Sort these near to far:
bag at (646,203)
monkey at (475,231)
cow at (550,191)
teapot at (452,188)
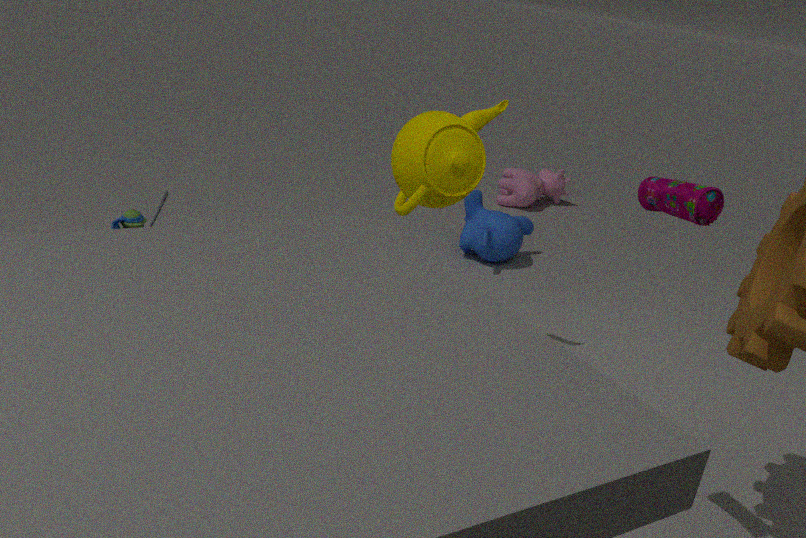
1. bag at (646,203)
2. teapot at (452,188)
3. monkey at (475,231)
4. cow at (550,191)
